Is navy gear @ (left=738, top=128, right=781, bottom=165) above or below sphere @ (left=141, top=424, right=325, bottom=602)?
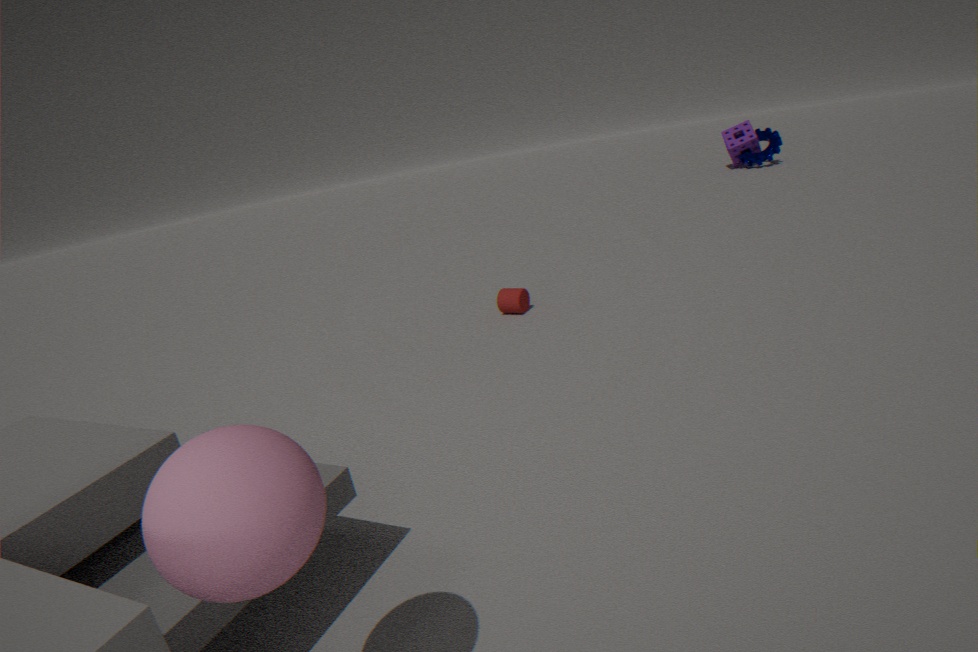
below
